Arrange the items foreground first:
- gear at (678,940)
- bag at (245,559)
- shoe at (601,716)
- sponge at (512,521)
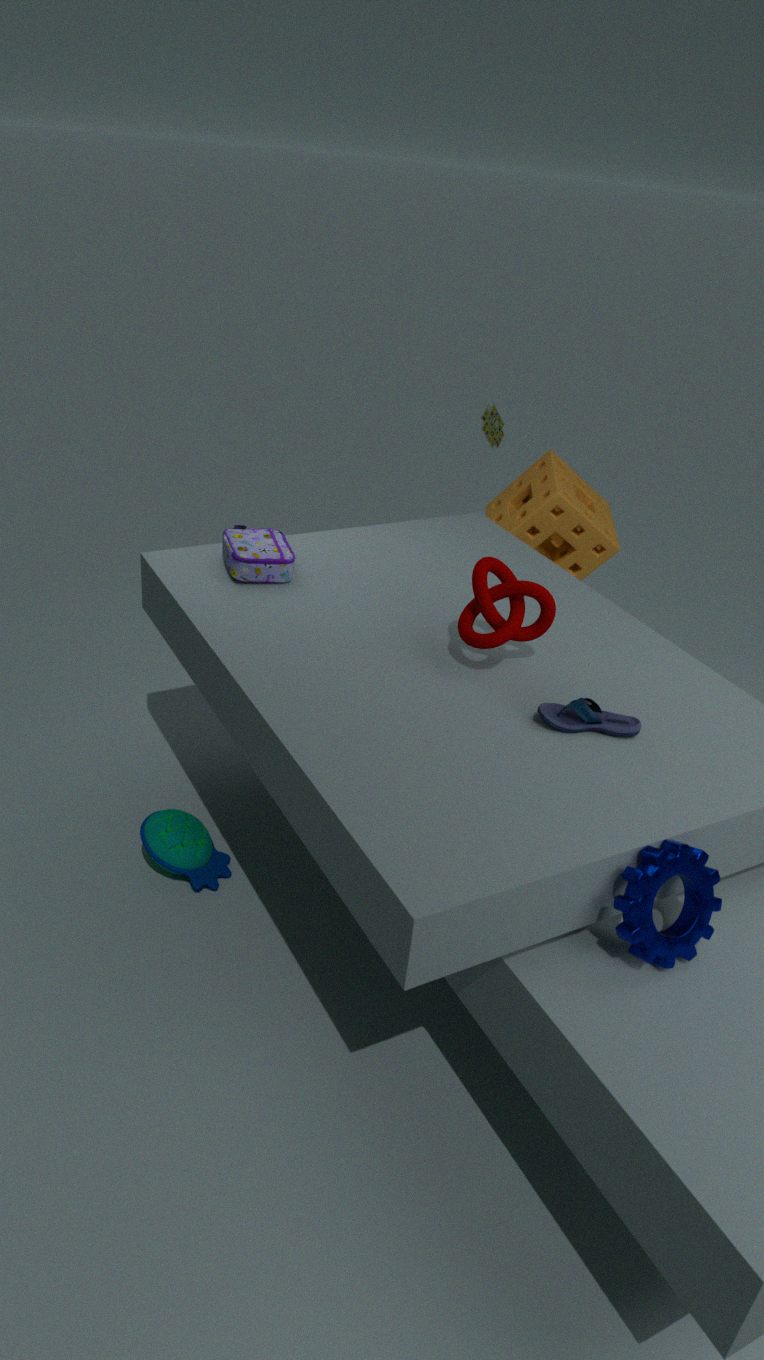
1. gear at (678,940)
2. shoe at (601,716)
3. bag at (245,559)
4. sponge at (512,521)
